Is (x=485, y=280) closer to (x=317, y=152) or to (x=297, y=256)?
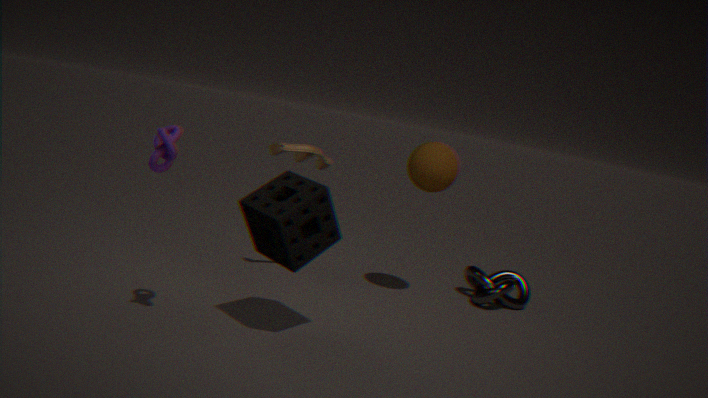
(x=317, y=152)
